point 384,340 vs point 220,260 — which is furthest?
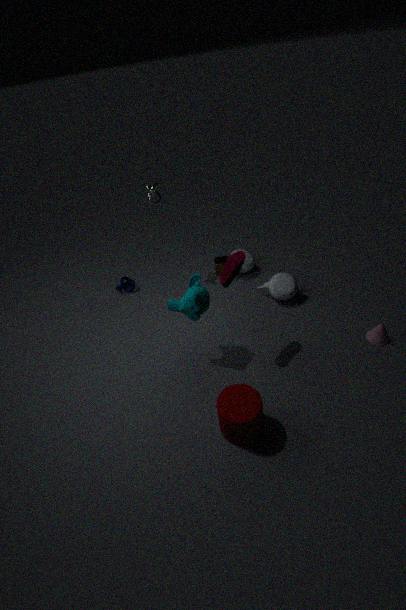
point 220,260
